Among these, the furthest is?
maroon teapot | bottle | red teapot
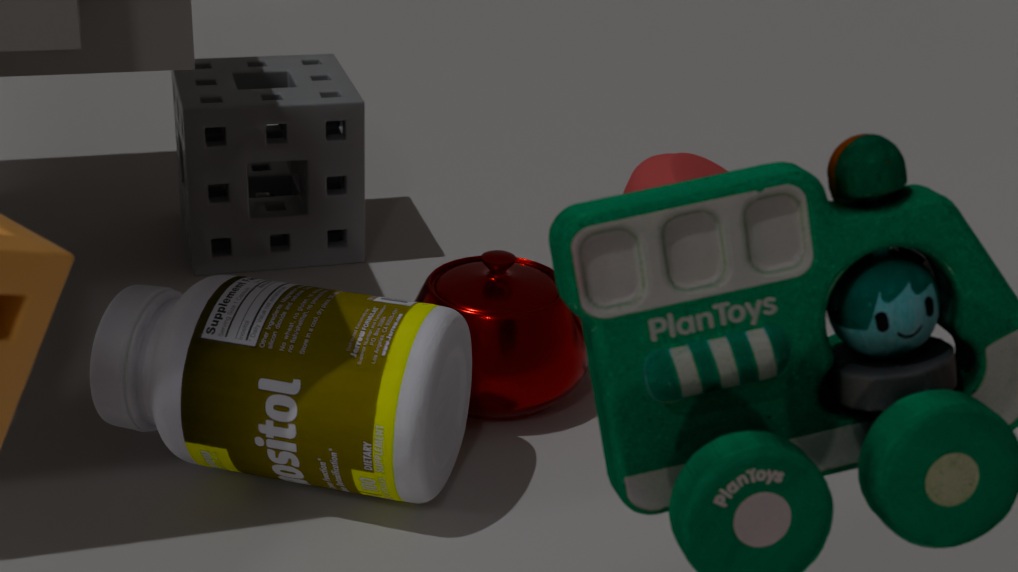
red teapot
